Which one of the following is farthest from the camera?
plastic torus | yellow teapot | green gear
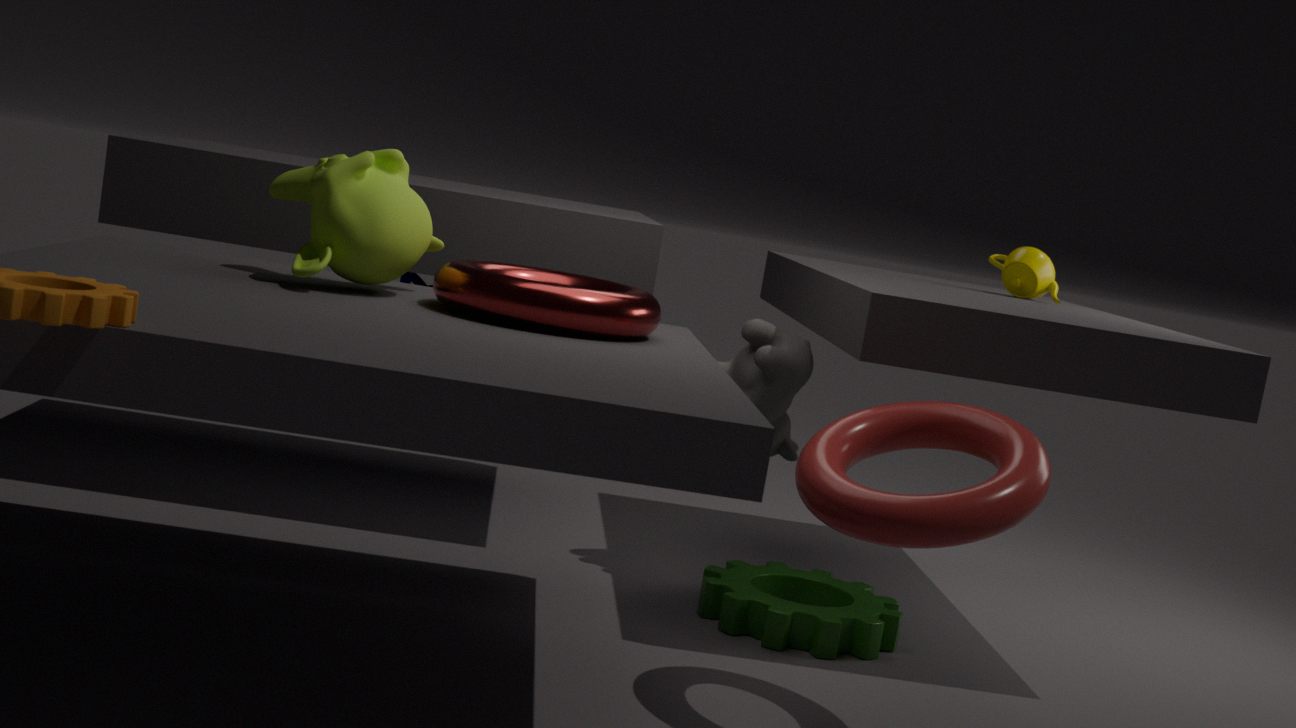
yellow teapot
